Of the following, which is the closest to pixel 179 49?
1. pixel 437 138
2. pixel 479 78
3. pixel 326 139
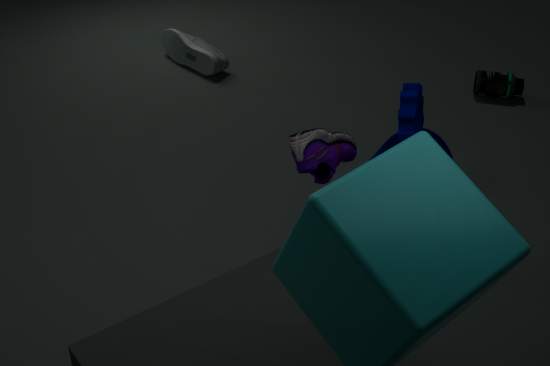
pixel 437 138
